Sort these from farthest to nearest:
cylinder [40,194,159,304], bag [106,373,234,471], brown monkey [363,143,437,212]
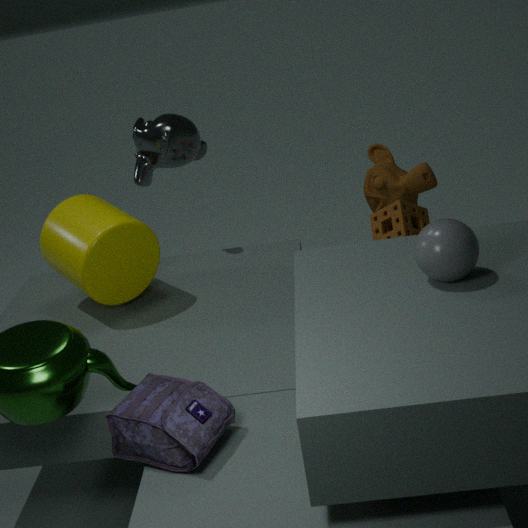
brown monkey [363,143,437,212] < cylinder [40,194,159,304] < bag [106,373,234,471]
